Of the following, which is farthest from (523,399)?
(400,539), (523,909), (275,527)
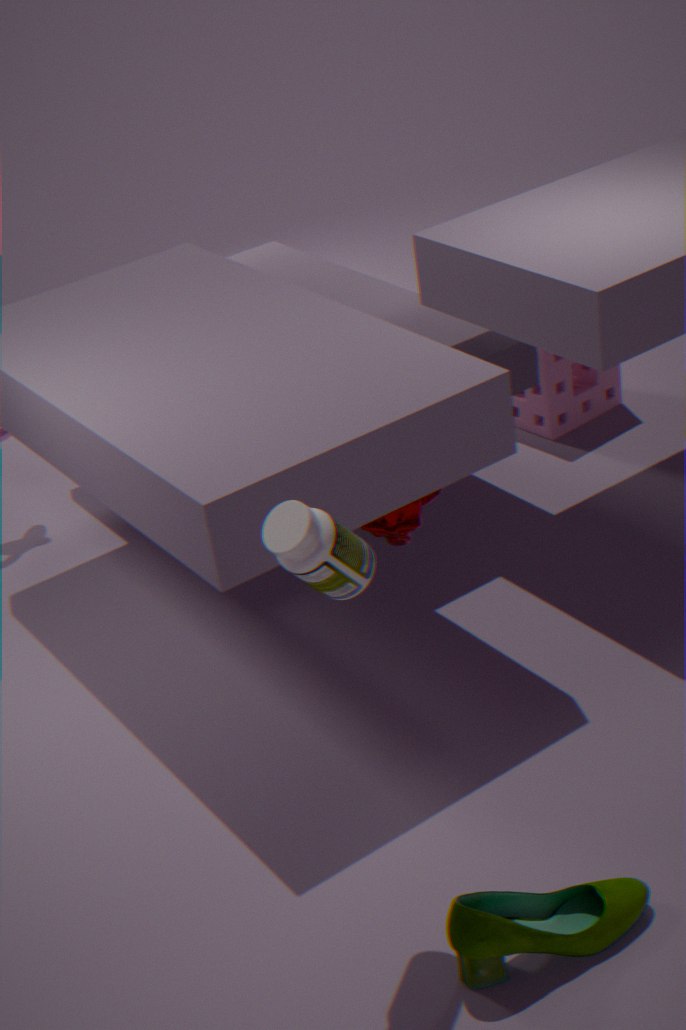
(523,909)
